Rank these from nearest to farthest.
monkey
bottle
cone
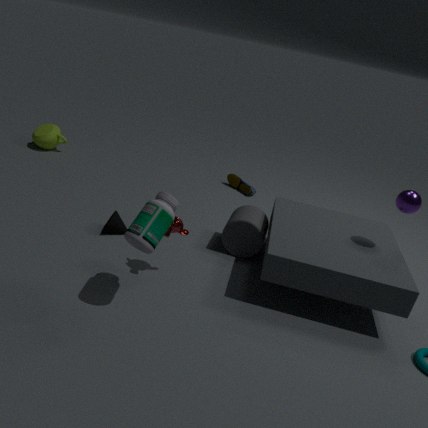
bottle
monkey
cone
